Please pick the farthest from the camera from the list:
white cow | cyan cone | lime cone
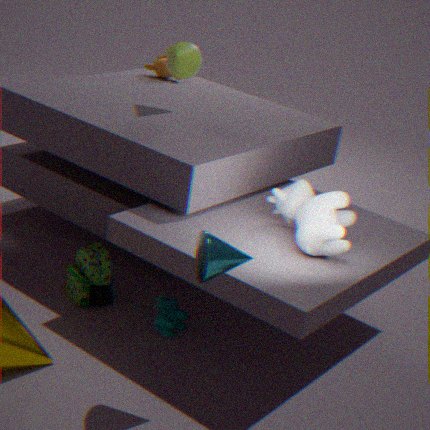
lime cone
